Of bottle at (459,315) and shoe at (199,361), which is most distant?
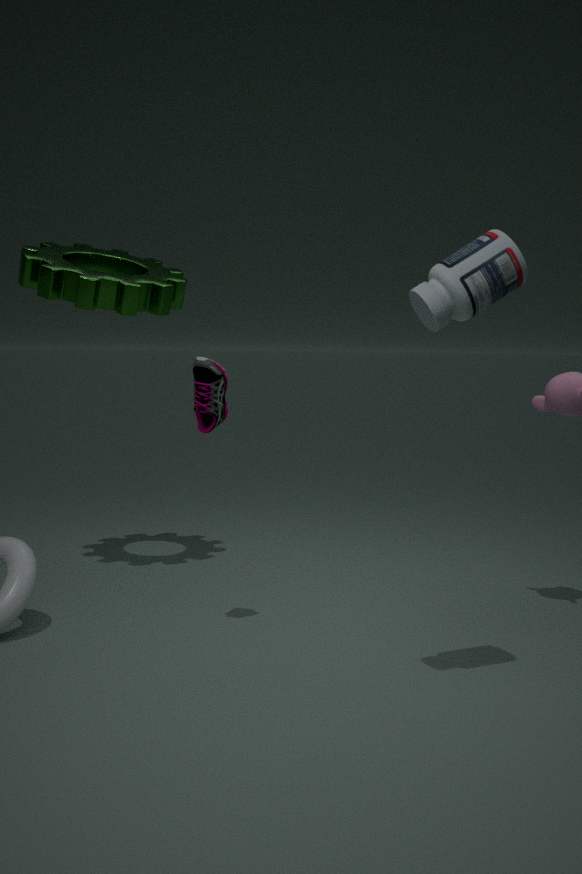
shoe at (199,361)
